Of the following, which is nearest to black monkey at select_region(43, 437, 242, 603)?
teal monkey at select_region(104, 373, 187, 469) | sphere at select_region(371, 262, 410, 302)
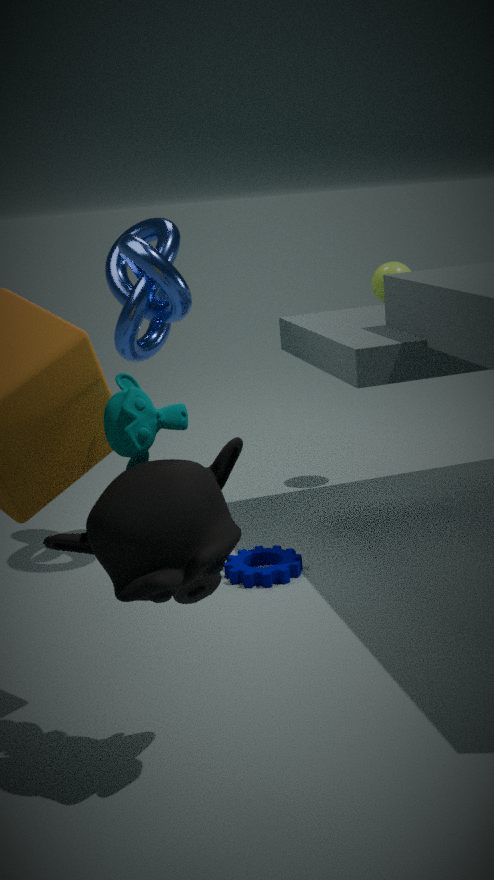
teal monkey at select_region(104, 373, 187, 469)
